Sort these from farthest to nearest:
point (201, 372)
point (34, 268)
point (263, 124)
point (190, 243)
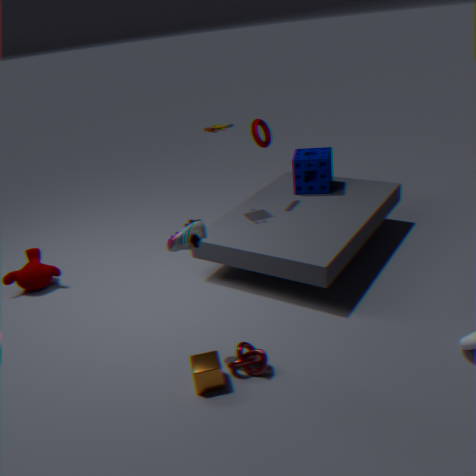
1. point (263, 124)
2. point (34, 268)
3. point (201, 372)
4. point (190, 243)
